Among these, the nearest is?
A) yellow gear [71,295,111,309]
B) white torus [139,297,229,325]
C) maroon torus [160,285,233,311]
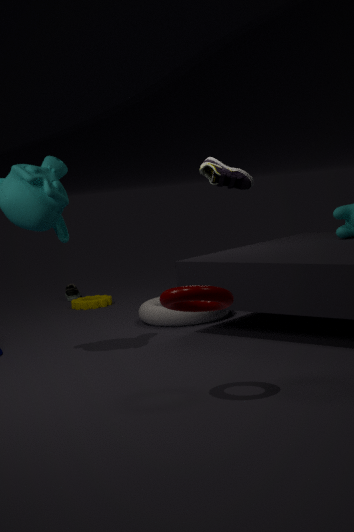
maroon torus [160,285,233,311]
